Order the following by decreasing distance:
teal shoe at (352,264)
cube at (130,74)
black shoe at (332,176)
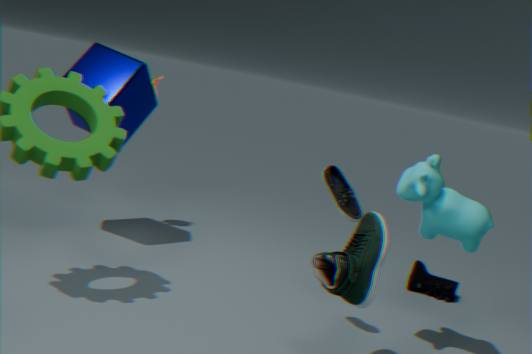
cube at (130,74)
black shoe at (332,176)
teal shoe at (352,264)
